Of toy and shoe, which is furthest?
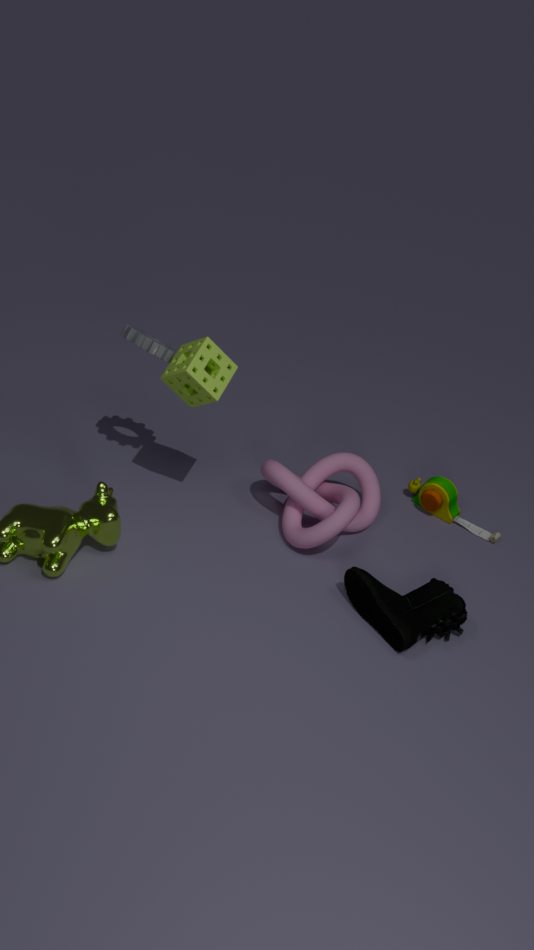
toy
